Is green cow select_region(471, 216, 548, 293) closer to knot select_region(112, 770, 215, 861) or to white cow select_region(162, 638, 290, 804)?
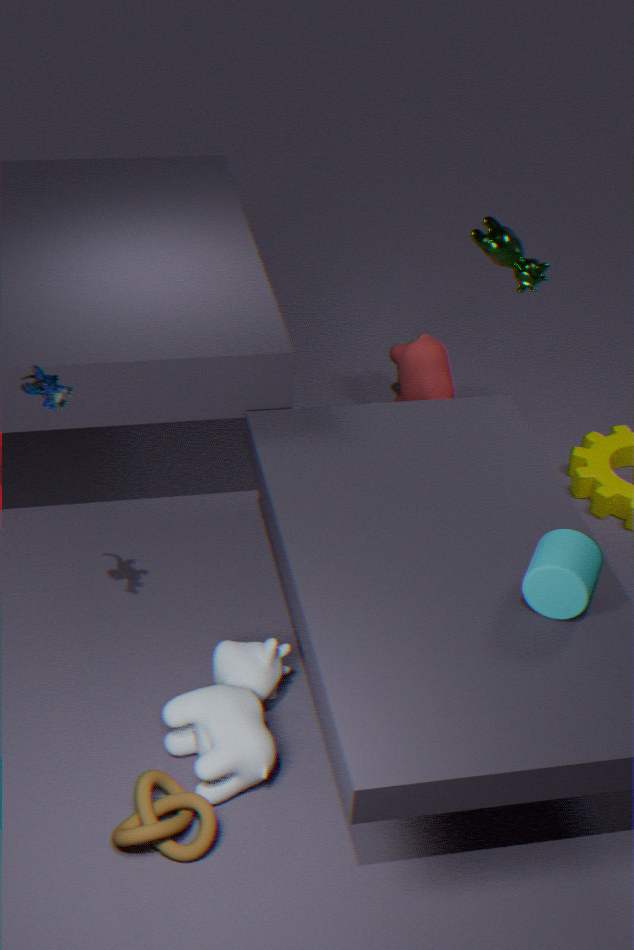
white cow select_region(162, 638, 290, 804)
